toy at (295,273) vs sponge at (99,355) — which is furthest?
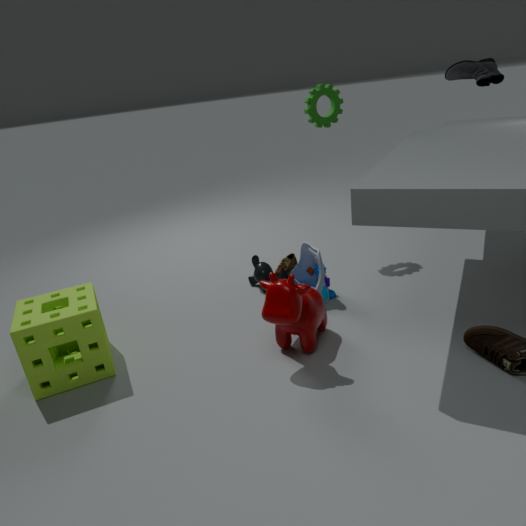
toy at (295,273)
